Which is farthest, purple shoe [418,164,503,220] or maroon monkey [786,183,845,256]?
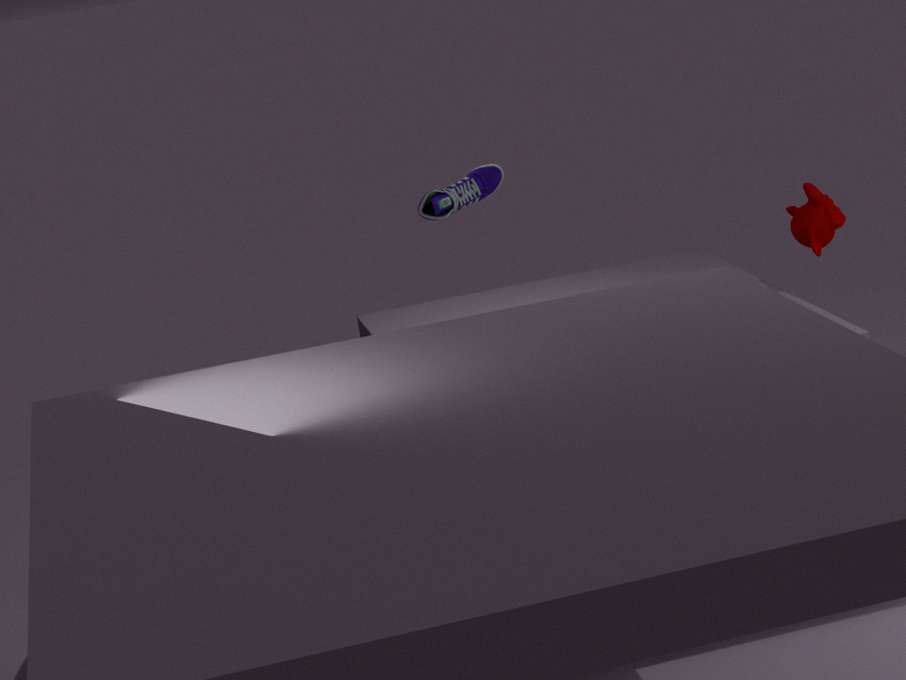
maroon monkey [786,183,845,256]
